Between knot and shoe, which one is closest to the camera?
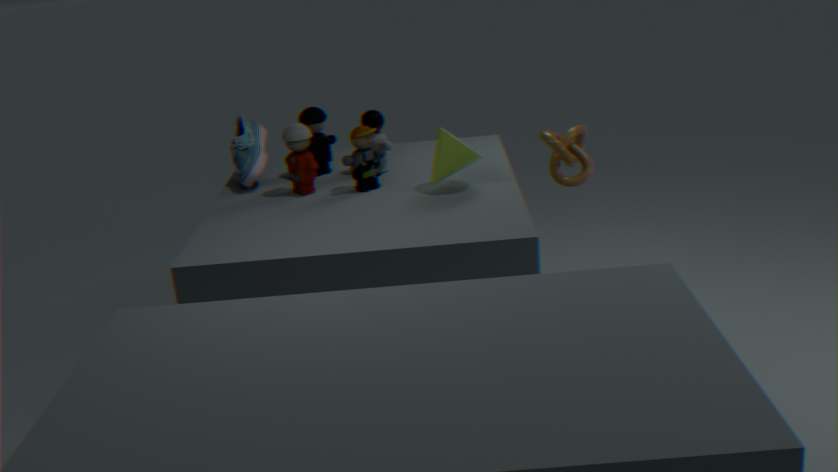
knot
